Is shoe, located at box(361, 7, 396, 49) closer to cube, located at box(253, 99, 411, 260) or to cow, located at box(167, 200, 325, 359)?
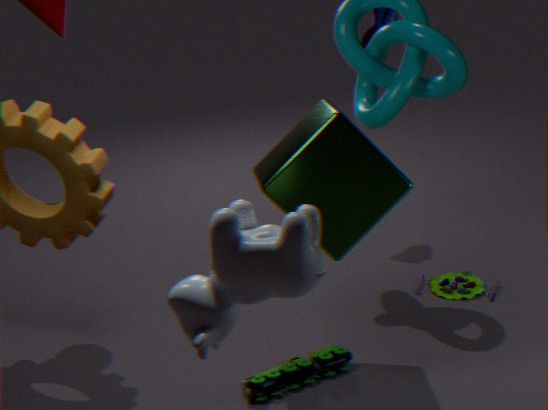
cube, located at box(253, 99, 411, 260)
